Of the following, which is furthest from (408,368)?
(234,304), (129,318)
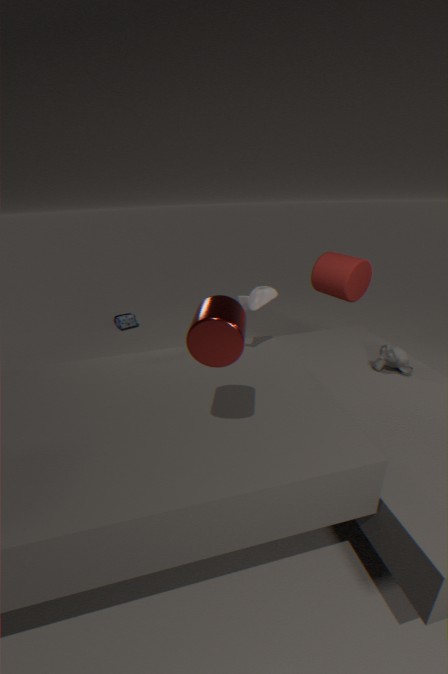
(129,318)
